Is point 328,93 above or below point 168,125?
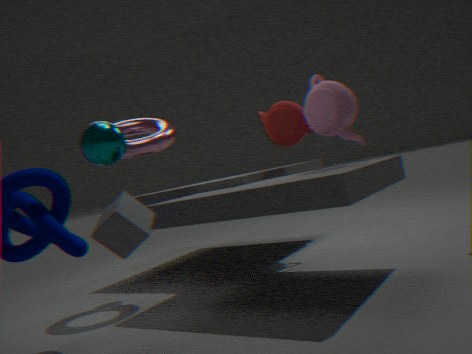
below
